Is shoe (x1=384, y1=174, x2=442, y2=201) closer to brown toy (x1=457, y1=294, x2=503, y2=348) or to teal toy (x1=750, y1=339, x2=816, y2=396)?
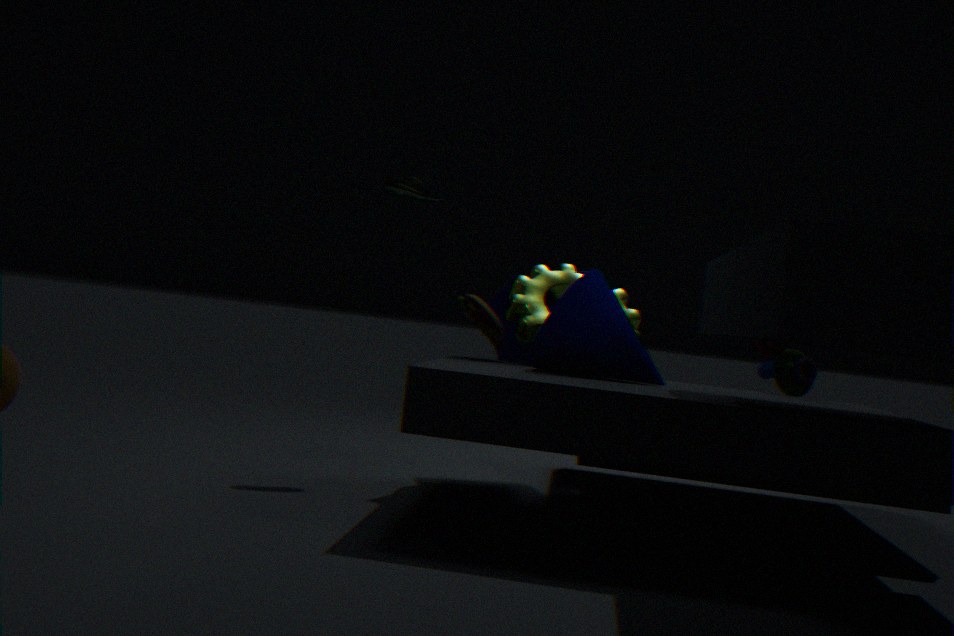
brown toy (x1=457, y1=294, x2=503, y2=348)
